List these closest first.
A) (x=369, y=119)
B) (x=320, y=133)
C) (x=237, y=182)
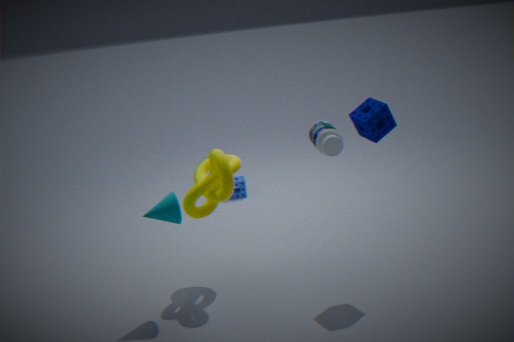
1. (x=320, y=133)
2. (x=369, y=119)
3. (x=237, y=182)
